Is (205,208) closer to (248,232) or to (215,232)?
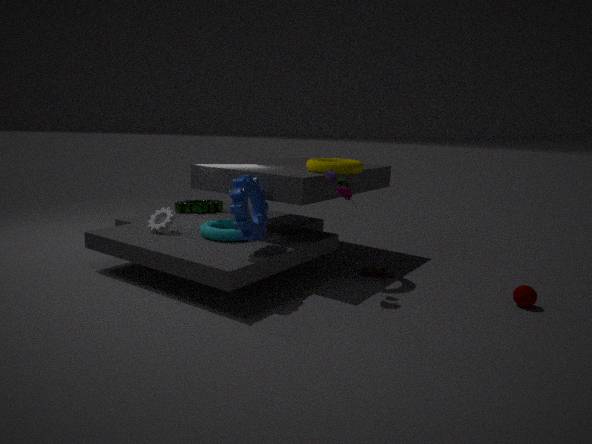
(215,232)
